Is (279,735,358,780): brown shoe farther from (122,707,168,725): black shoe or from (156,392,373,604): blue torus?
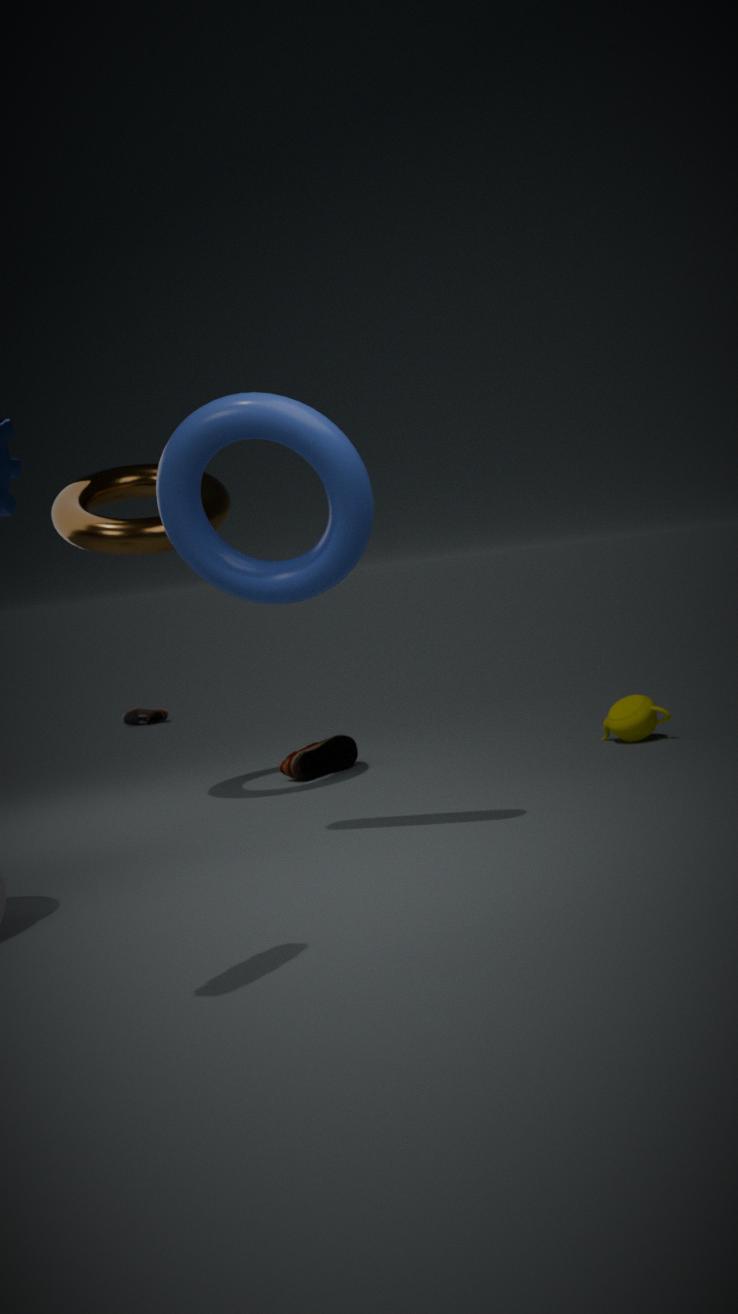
(122,707,168,725): black shoe
